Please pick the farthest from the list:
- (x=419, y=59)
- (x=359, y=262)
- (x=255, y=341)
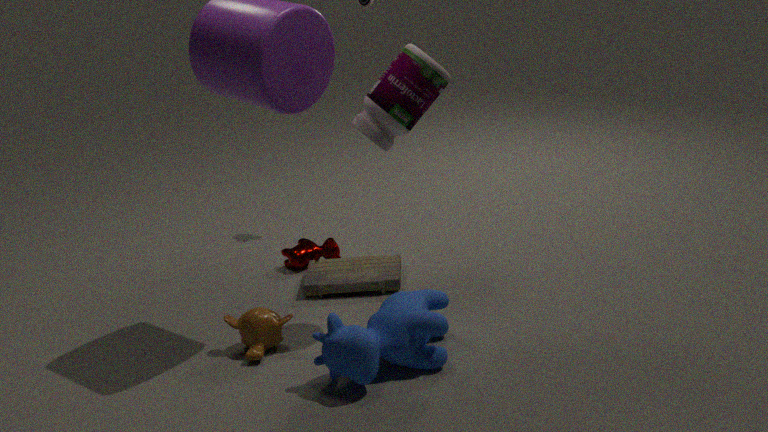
(x=359, y=262)
